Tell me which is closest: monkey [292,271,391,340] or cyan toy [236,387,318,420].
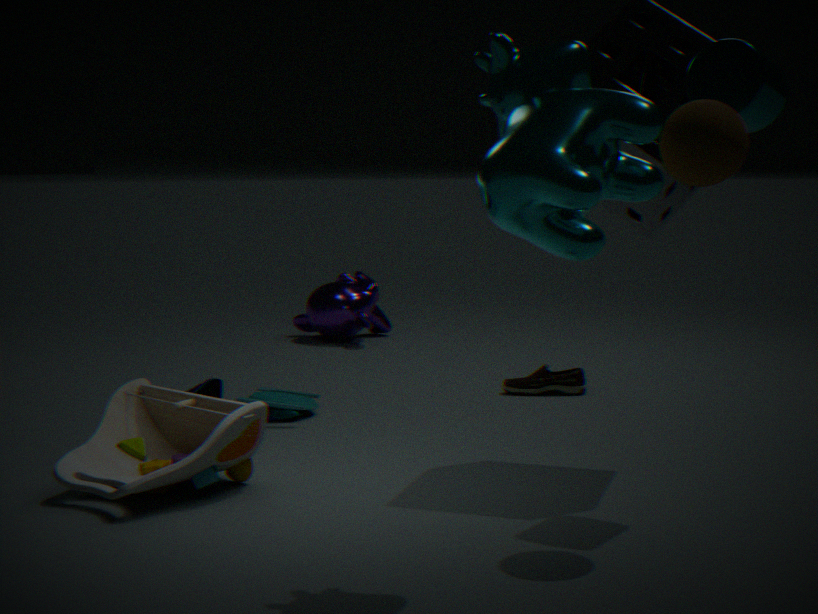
cyan toy [236,387,318,420]
